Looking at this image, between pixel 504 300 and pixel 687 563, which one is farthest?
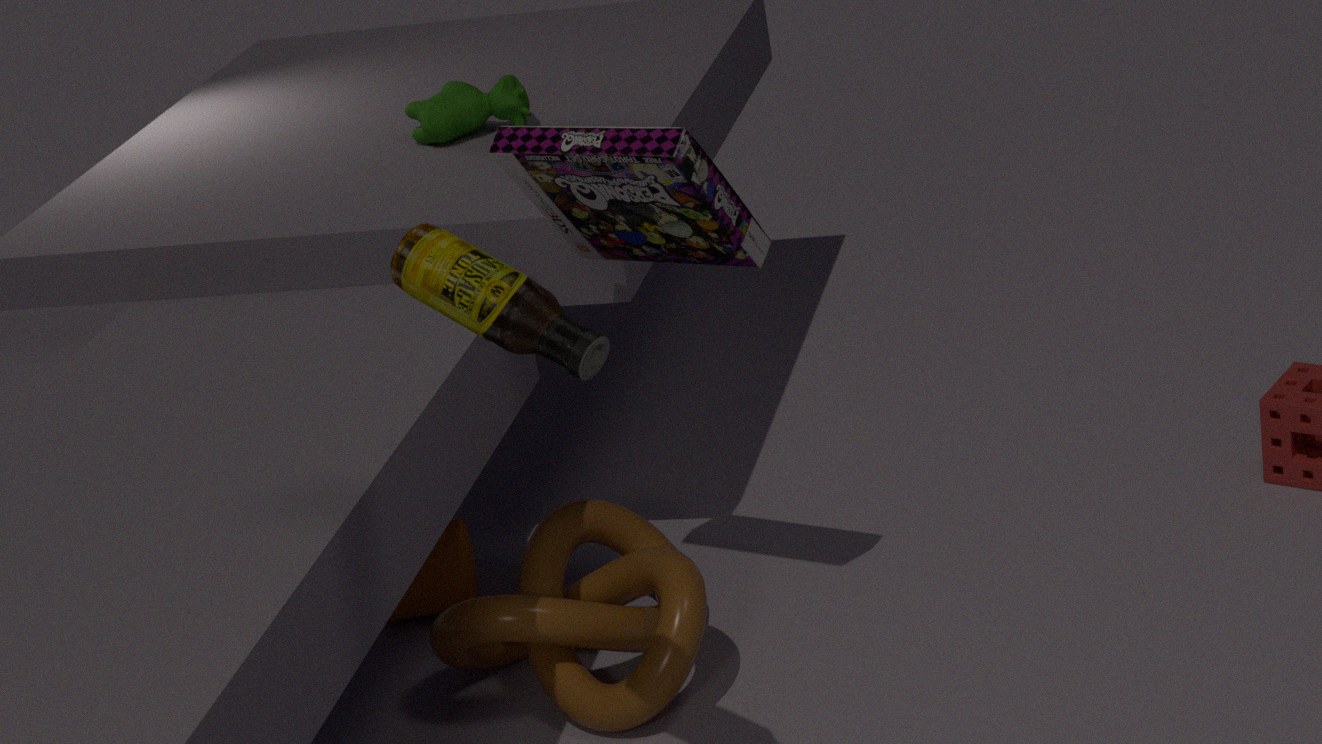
pixel 687 563
